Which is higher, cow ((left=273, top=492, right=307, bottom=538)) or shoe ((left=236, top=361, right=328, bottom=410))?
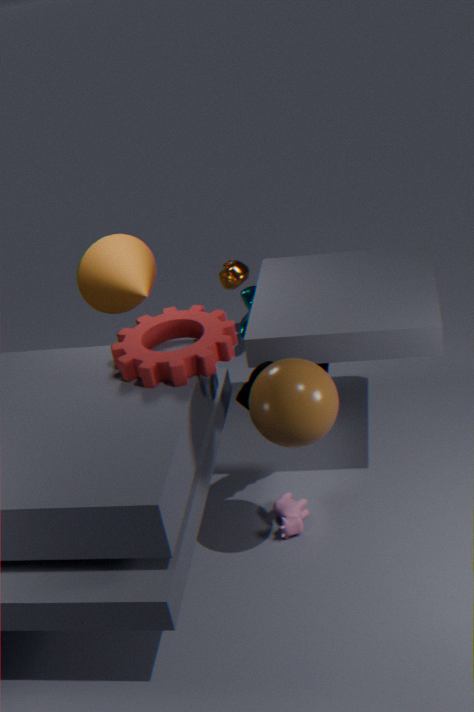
shoe ((left=236, top=361, right=328, bottom=410))
